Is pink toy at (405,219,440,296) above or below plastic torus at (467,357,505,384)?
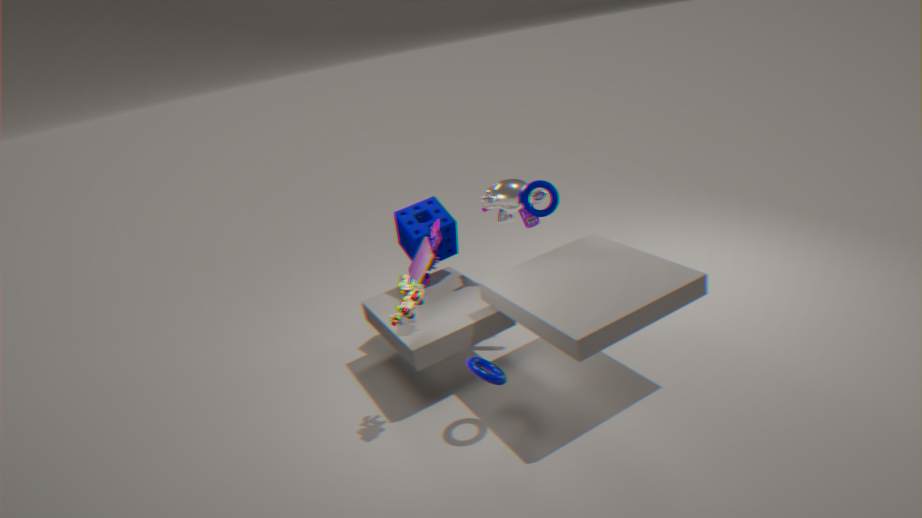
above
